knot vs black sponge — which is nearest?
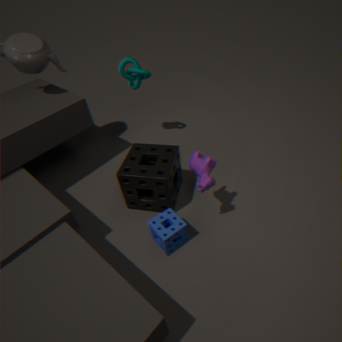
black sponge
